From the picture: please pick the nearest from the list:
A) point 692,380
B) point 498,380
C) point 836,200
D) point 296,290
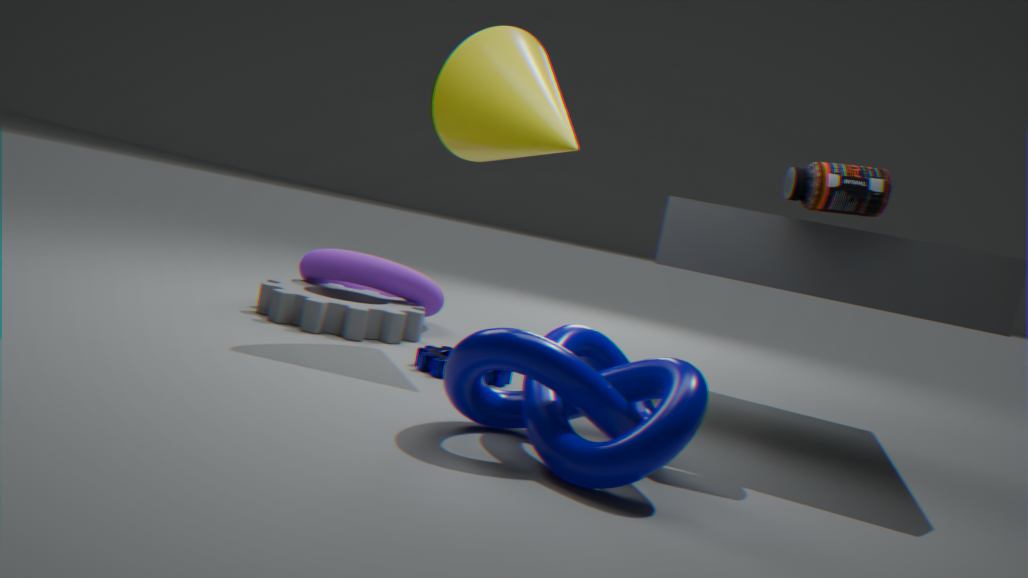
point 692,380
